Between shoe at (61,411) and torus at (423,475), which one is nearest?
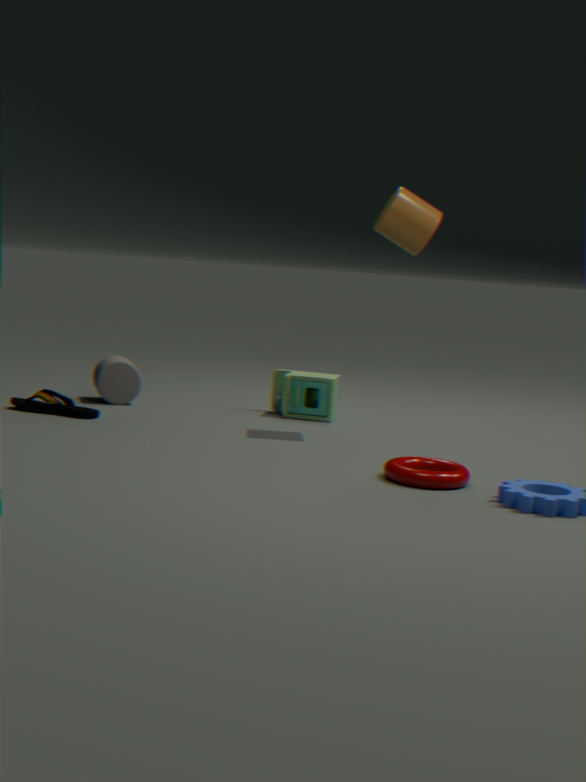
torus at (423,475)
